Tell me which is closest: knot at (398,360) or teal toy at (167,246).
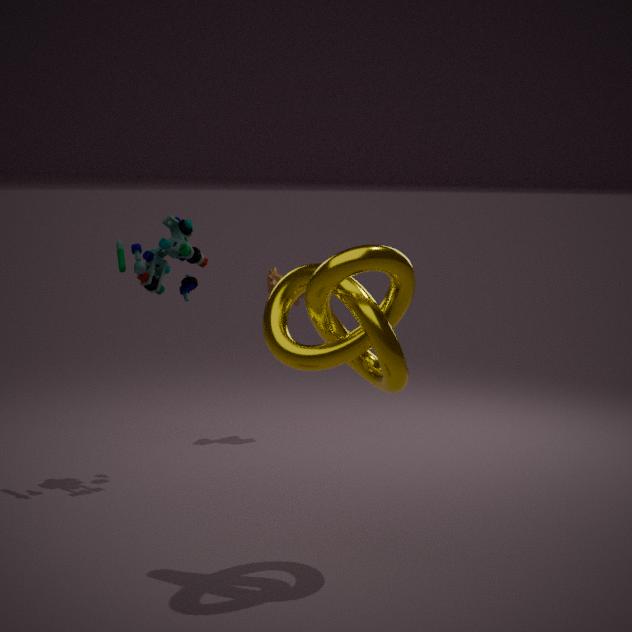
knot at (398,360)
